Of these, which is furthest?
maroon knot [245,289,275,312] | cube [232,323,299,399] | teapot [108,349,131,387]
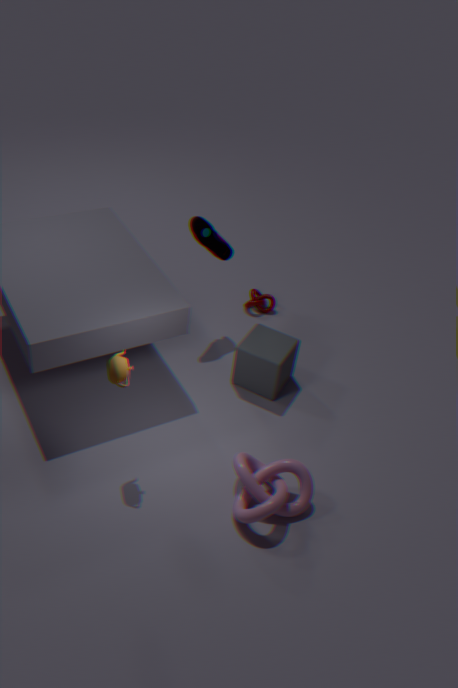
maroon knot [245,289,275,312]
